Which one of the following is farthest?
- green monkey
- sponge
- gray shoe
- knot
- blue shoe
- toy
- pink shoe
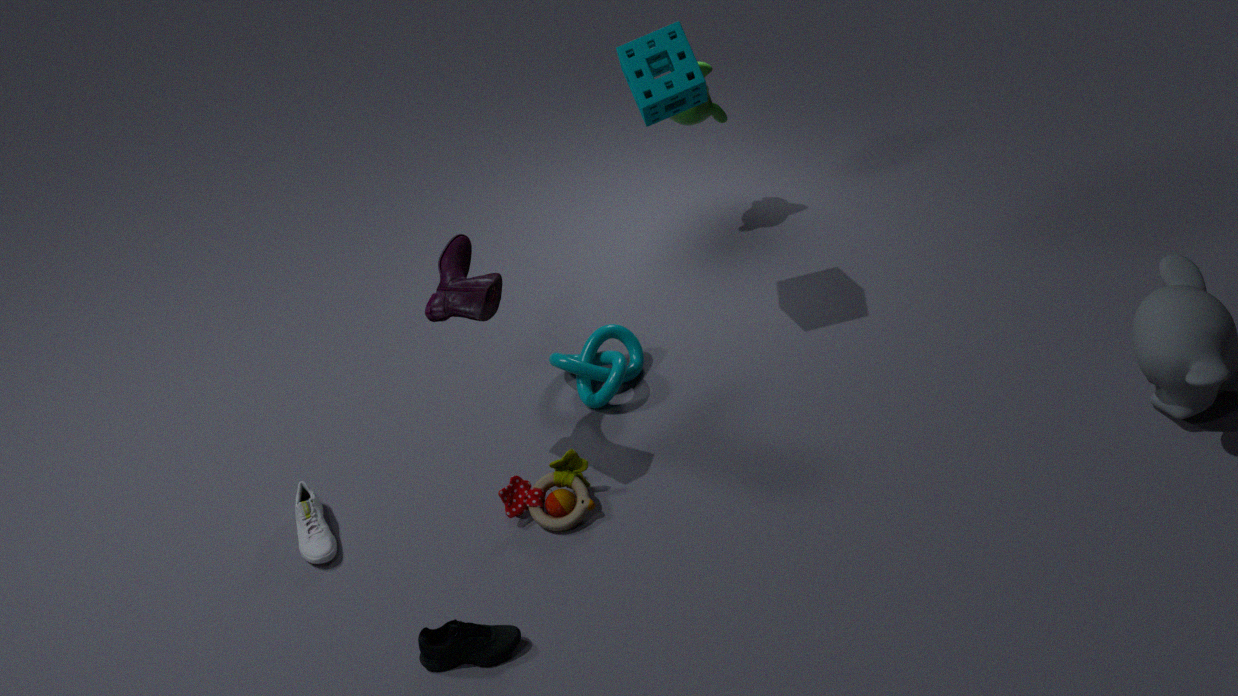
green monkey
